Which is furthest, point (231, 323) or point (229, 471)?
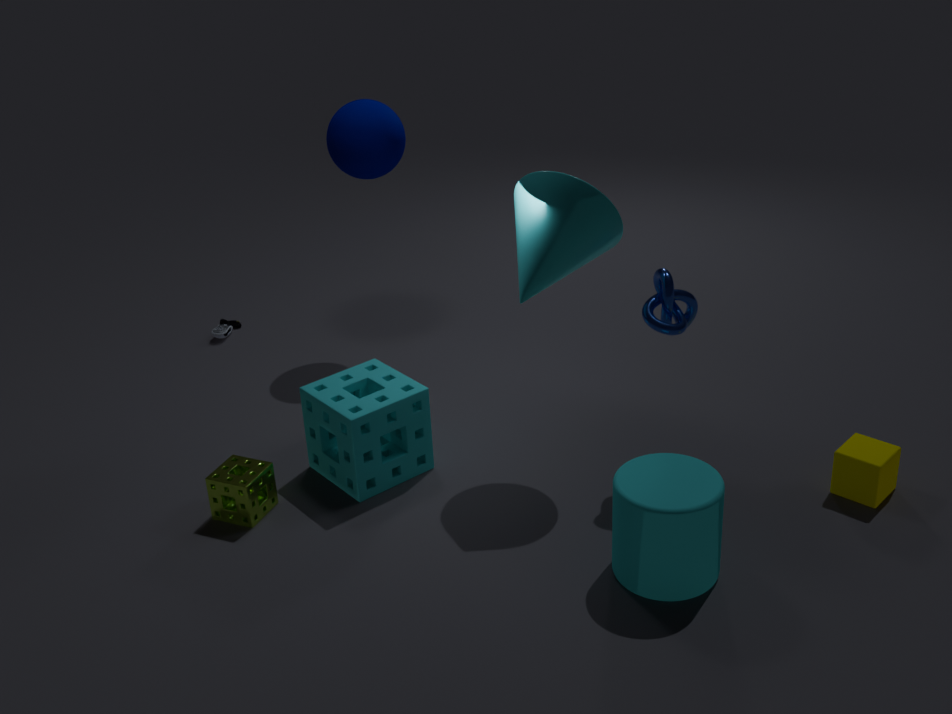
point (231, 323)
